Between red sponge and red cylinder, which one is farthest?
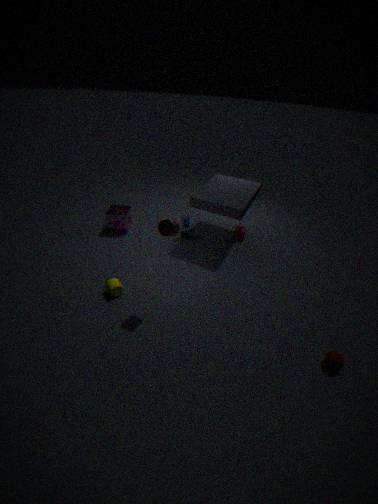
red sponge
